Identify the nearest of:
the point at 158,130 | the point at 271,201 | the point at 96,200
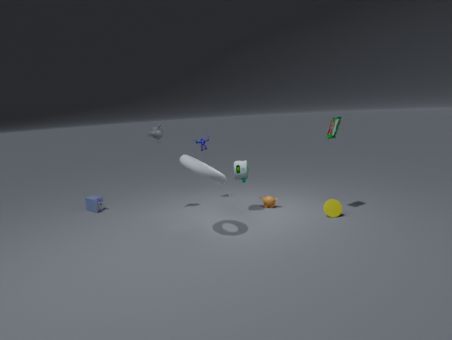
the point at 158,130
